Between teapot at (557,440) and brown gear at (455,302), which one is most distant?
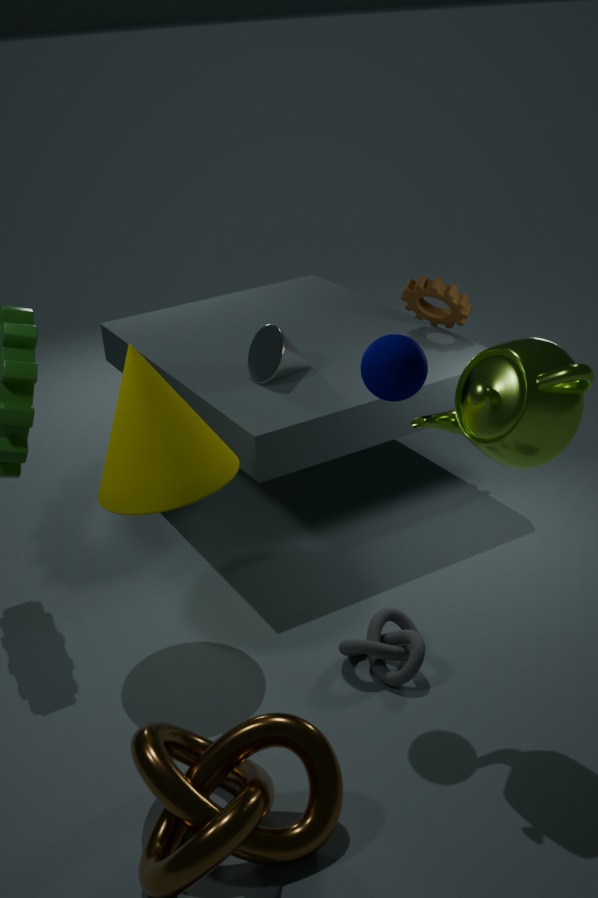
brown gear at (455,302)
